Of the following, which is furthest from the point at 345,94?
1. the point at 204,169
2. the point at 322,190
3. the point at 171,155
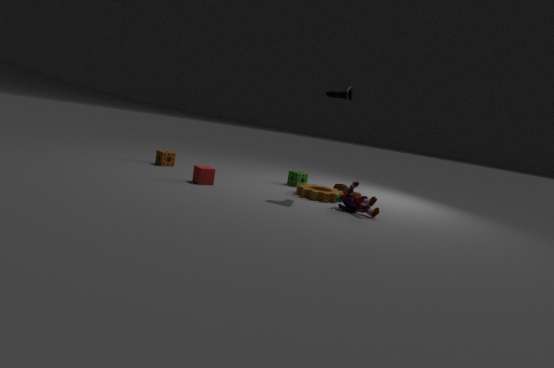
the point at 171,155
